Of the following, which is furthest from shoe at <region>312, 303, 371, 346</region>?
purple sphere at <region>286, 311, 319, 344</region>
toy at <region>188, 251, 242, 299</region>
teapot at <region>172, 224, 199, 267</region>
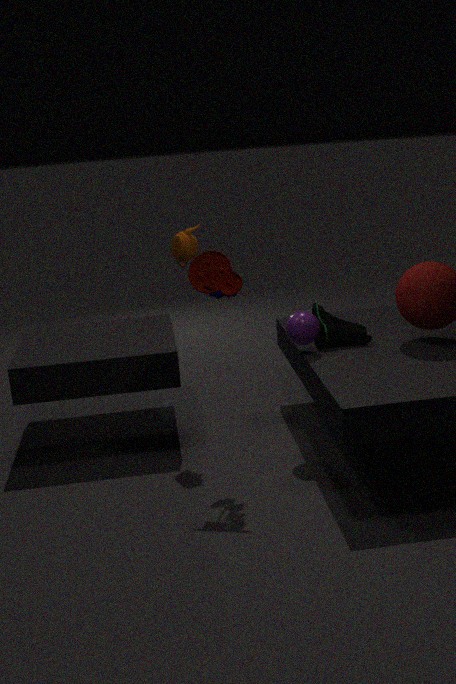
teapot at <region>172, 224, 199, 267</region>
